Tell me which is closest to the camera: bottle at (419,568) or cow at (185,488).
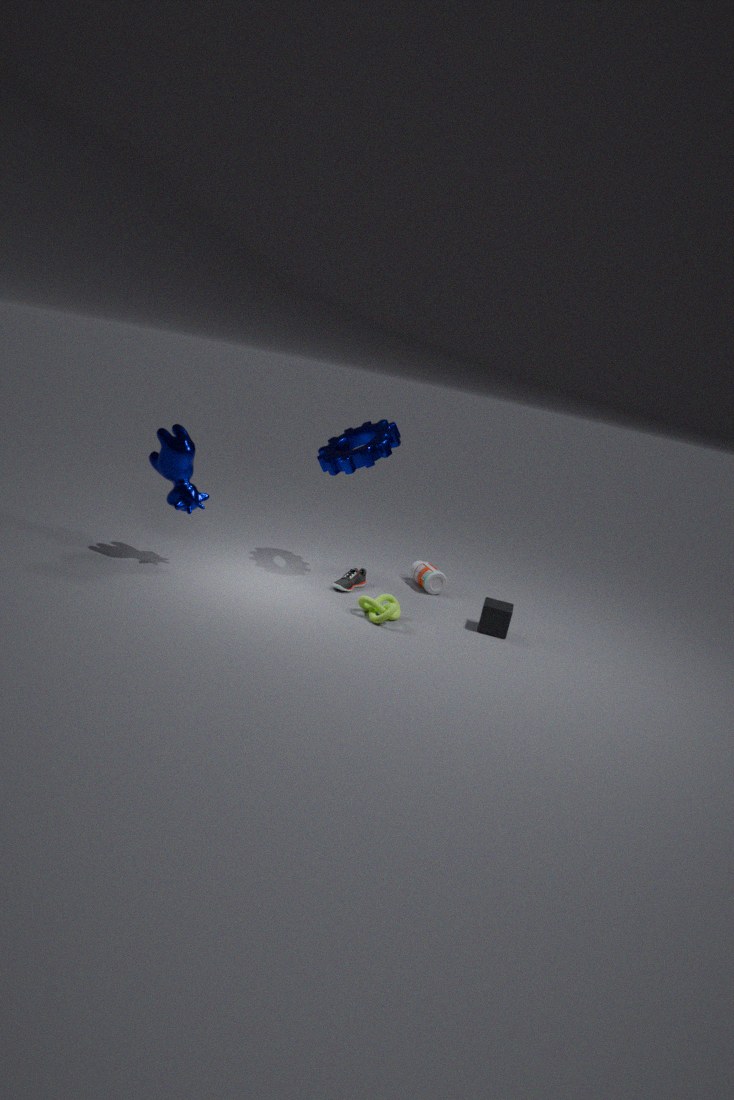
cow at (185,488)
